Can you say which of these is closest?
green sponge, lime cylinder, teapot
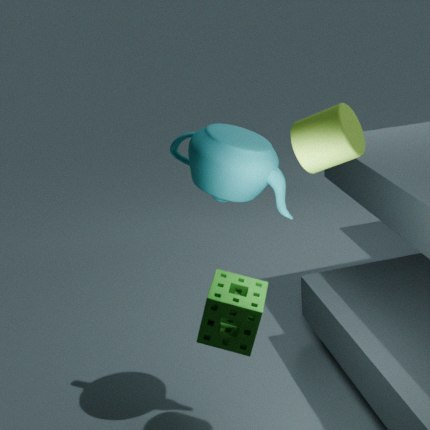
lime cylinder
